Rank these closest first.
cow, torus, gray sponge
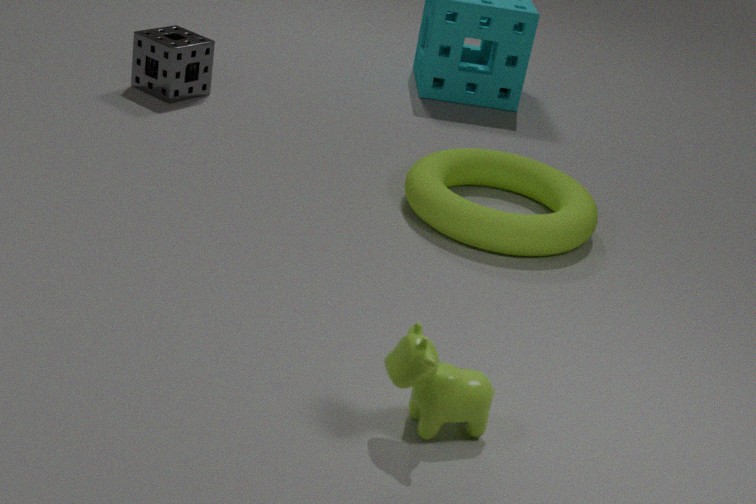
1. cow
2. torus
3. gray sponge
